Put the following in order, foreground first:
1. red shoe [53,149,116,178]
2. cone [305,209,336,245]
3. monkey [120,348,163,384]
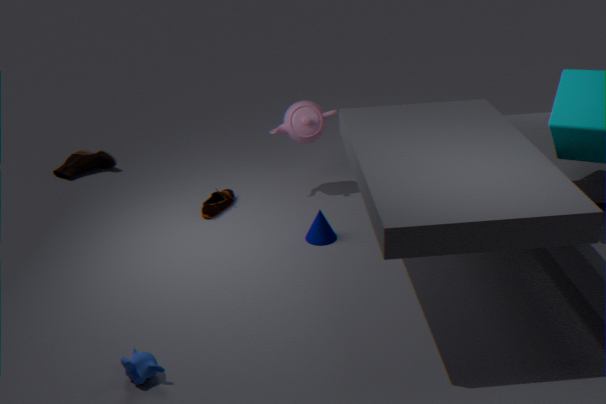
monkey [120,348,163,384] < cone [305,209,336,245] < red shoe [53,149,116,178]
